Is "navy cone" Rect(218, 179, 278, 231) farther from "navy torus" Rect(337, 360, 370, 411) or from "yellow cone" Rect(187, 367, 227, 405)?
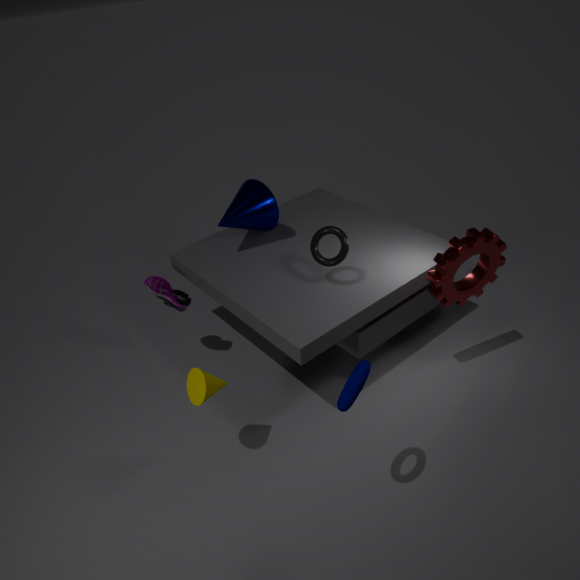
"navy torus" Rect(337, 360, 370, 411)
